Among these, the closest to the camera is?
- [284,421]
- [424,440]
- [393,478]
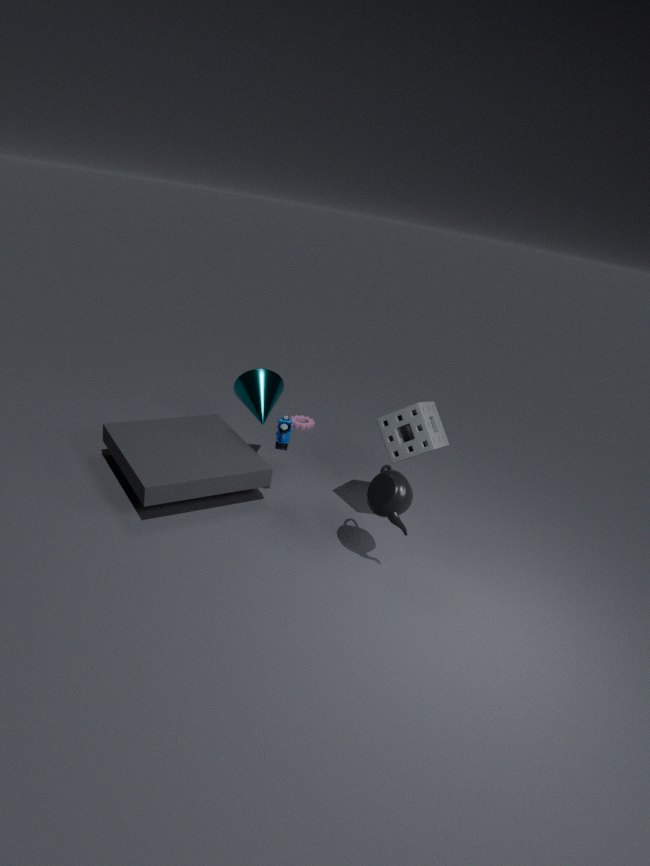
[393,478]
